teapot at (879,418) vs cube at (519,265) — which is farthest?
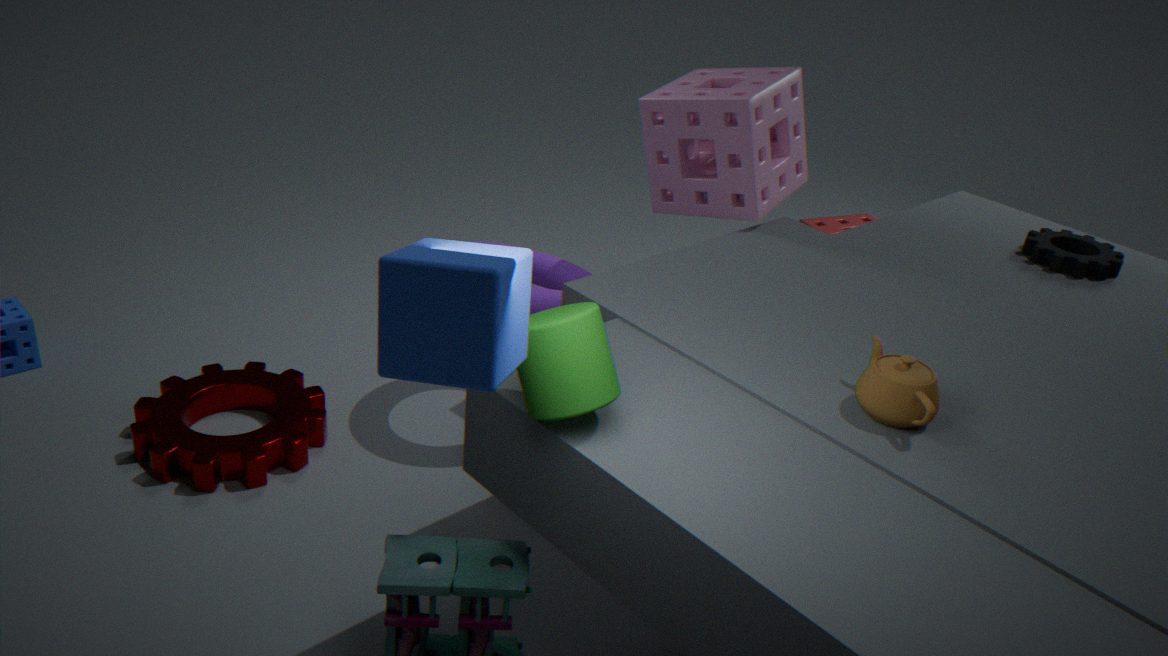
teapot at (879,418)
